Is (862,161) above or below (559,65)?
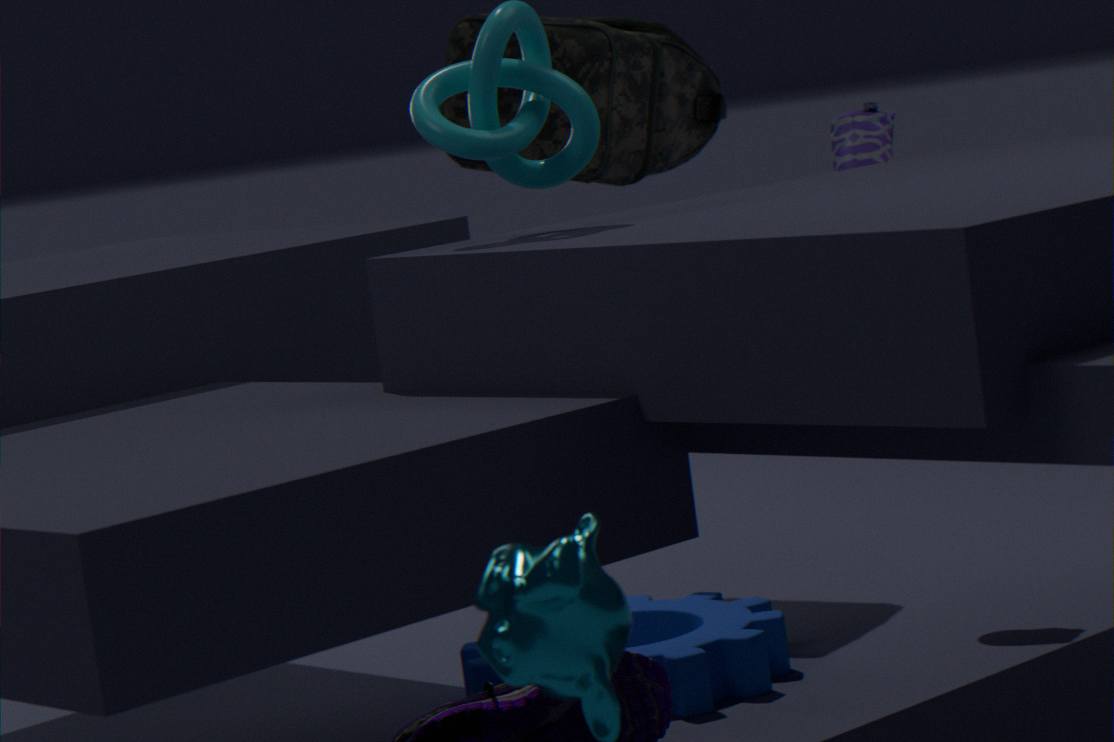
below
